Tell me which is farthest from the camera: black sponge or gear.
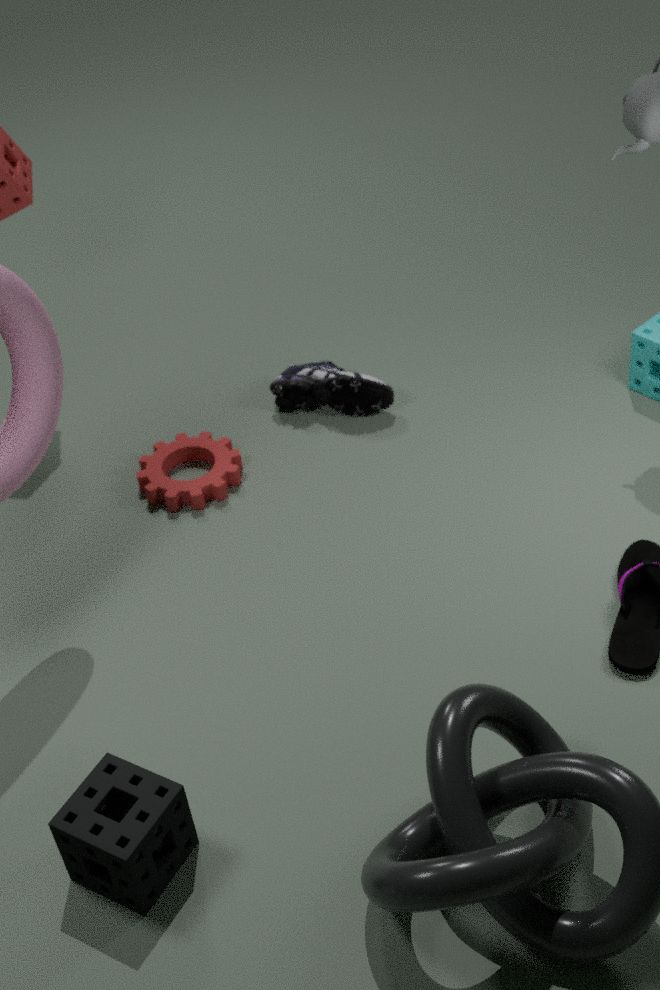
gear
